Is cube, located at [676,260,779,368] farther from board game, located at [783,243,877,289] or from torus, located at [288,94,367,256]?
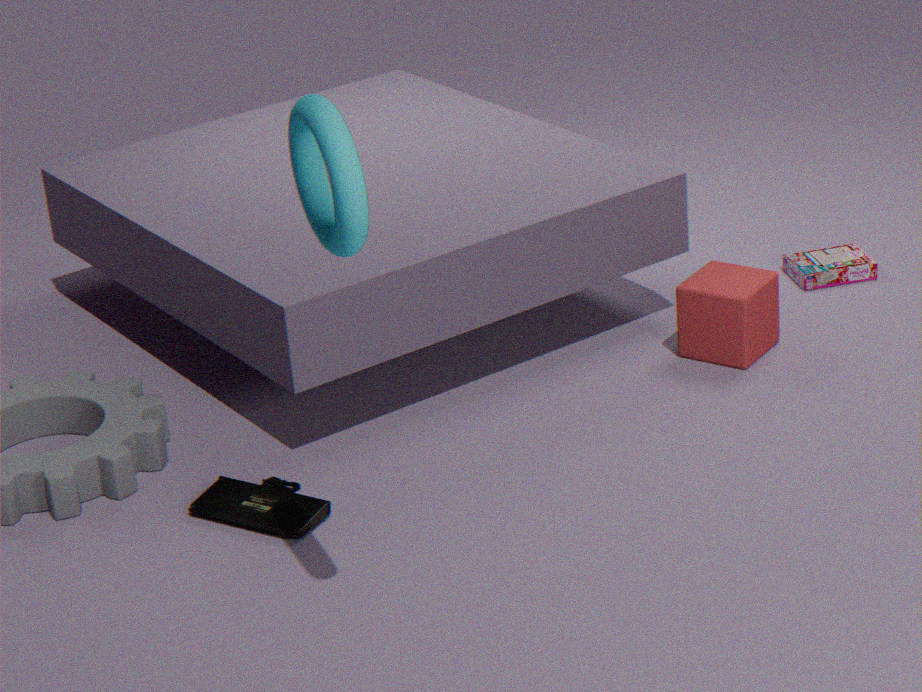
torus, located at [288,94,367,256]
